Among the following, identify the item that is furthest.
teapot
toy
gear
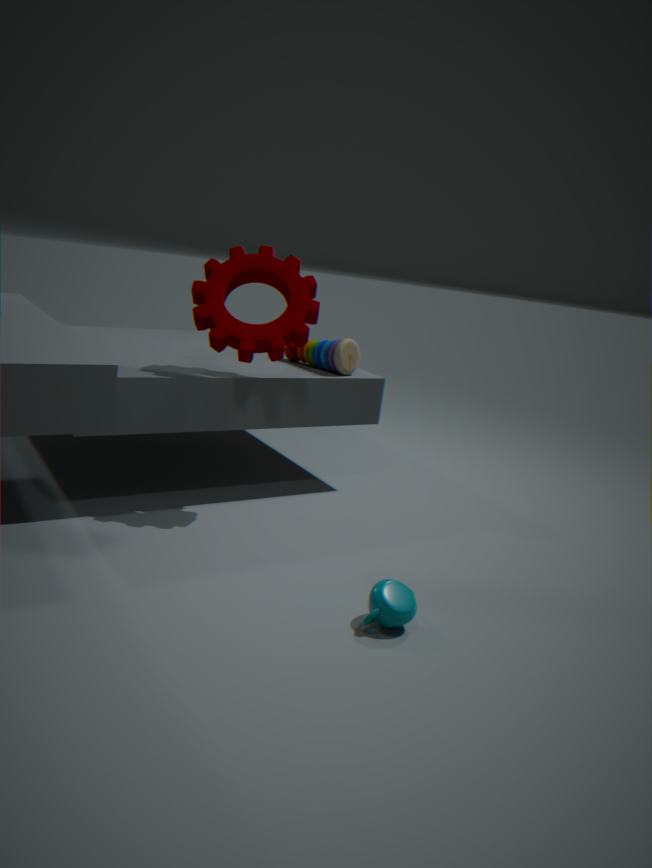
toy
